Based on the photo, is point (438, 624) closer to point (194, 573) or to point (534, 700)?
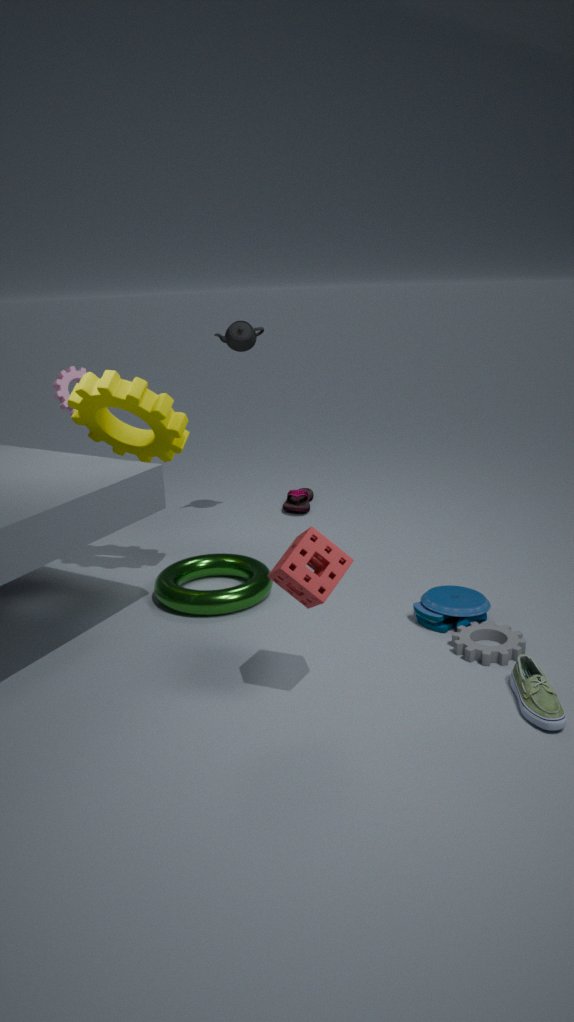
point (534, 700)
